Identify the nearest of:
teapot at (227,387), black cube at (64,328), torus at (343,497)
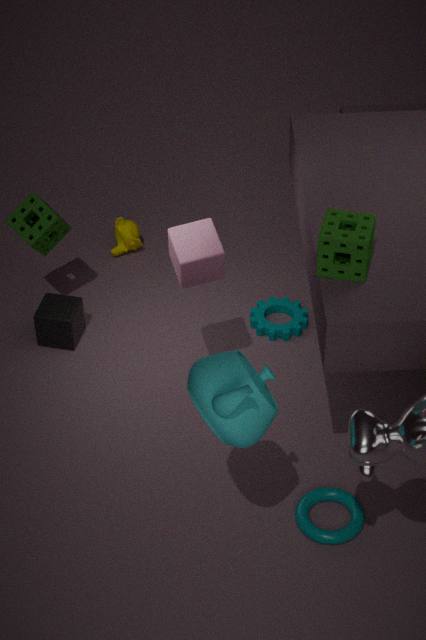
teapot at (227,387)
